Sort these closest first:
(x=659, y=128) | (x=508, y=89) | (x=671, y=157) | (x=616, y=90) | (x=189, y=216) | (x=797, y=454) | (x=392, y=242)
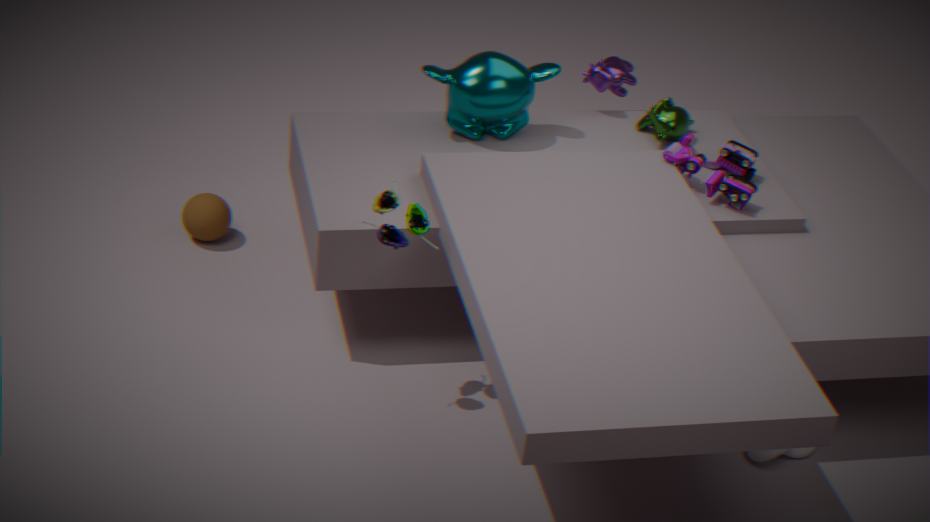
(x=392, y=242), (x=797, y=454), (x=671, y=157), (x=508, y=89), (x=659, y=128), (x=189, y=216), (x=616, y=90)
